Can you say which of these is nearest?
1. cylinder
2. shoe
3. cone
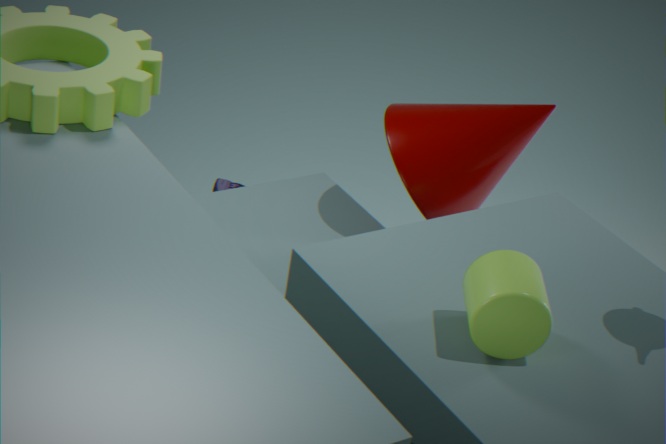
cylinder
